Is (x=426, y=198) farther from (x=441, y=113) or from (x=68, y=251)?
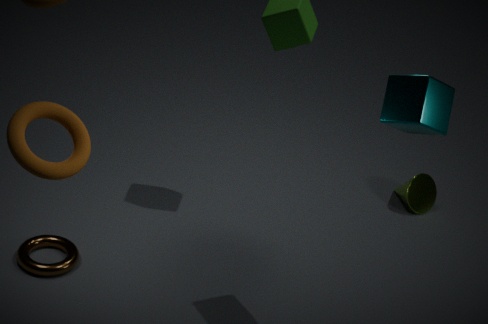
(x=68, y=251)
